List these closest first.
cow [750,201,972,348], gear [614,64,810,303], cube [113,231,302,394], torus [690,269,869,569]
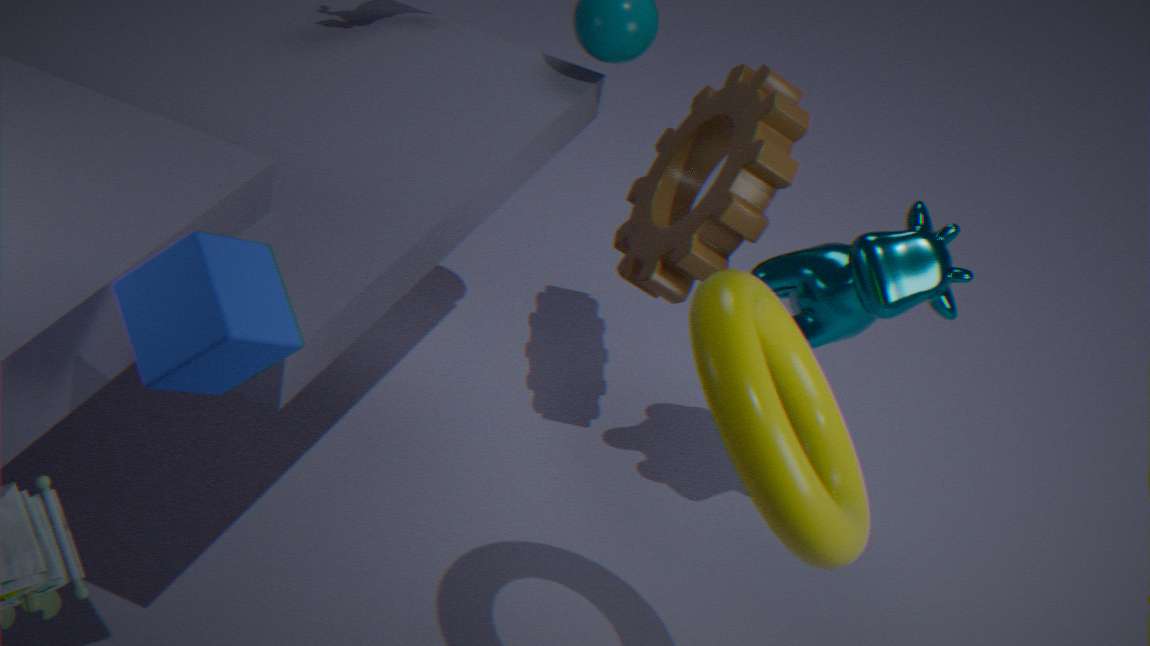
cube [113,231,302,394] < torus [690,269,869,569] < cow [750,201,972,348] < gear [614,64,810,303]
